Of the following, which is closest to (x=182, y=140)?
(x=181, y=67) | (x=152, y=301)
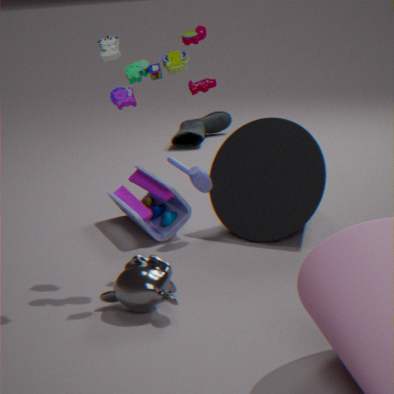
(x=181, y=67)
